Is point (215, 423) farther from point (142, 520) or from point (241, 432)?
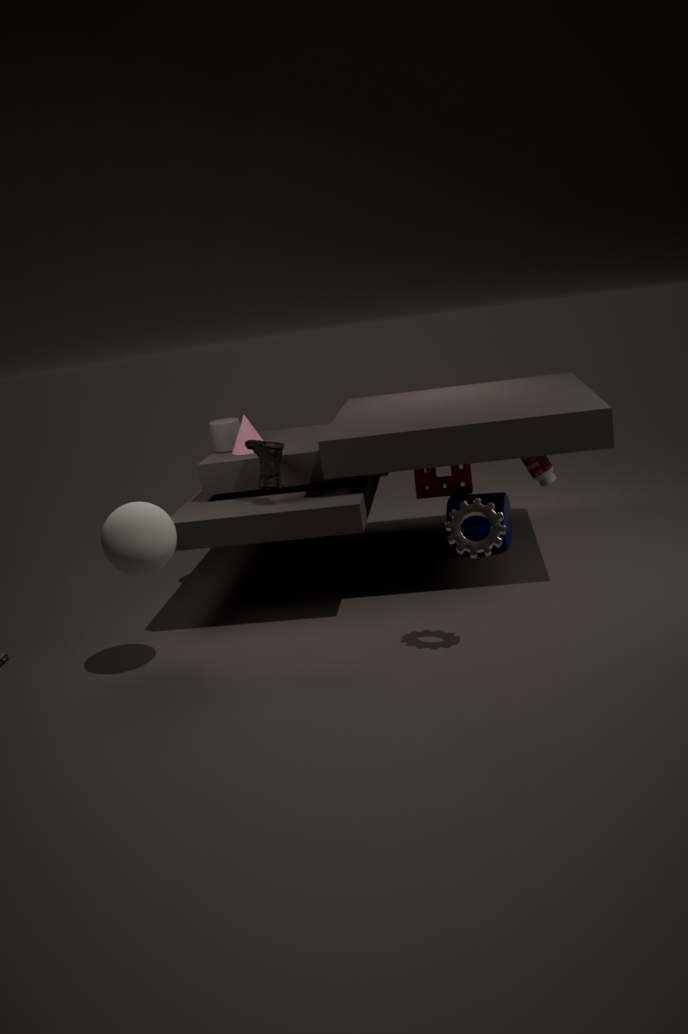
point (142, 520)
